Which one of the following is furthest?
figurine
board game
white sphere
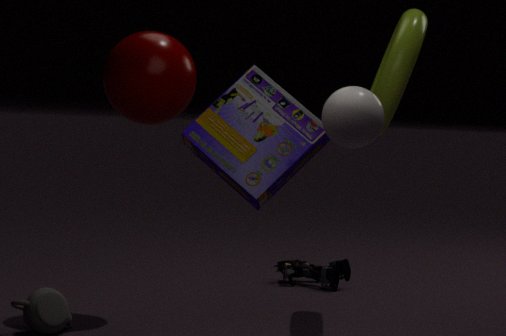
figurine
